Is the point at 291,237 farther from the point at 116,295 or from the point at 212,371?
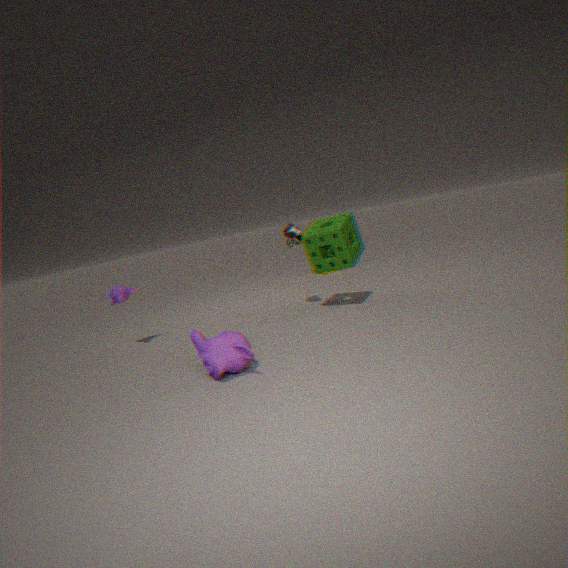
the point at 116,295
